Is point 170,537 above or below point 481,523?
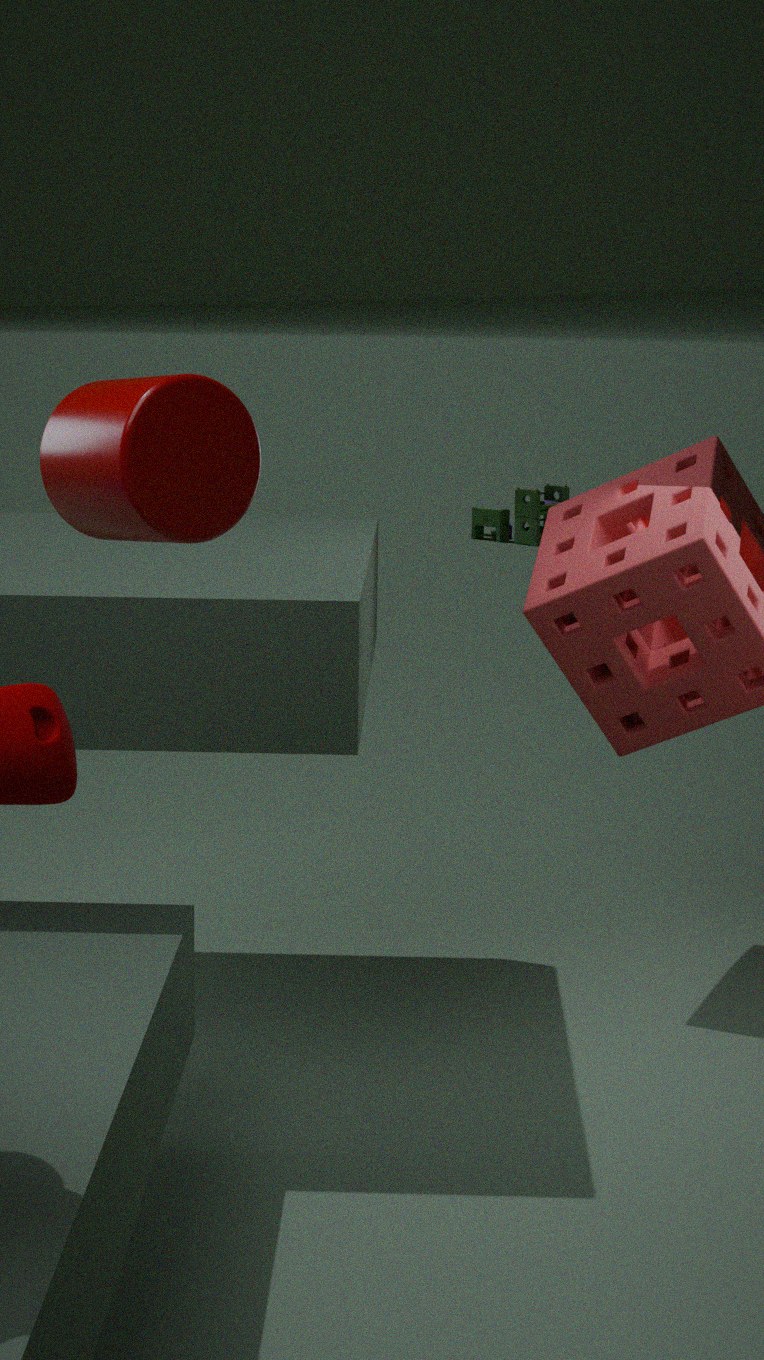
above
